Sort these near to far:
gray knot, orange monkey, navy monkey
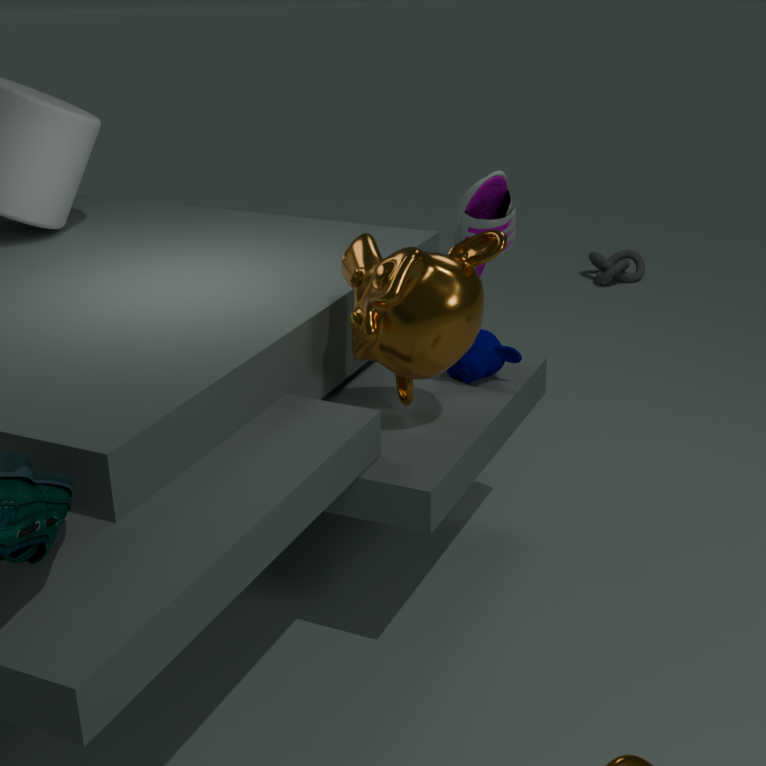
orange monkey < navy monkey < gray knot
